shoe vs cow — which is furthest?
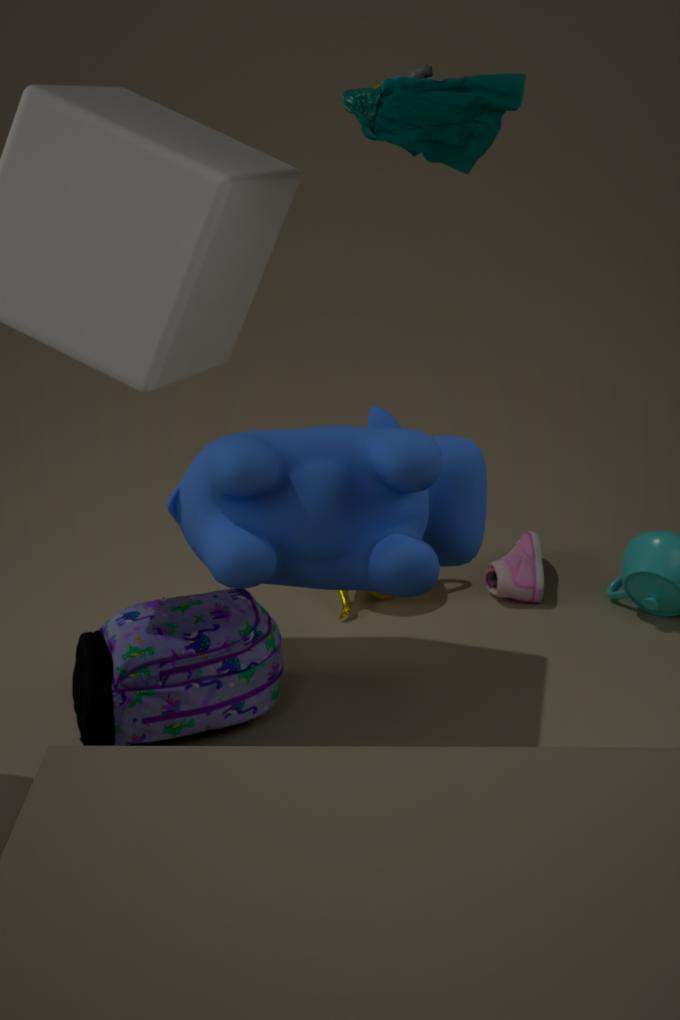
shoe
